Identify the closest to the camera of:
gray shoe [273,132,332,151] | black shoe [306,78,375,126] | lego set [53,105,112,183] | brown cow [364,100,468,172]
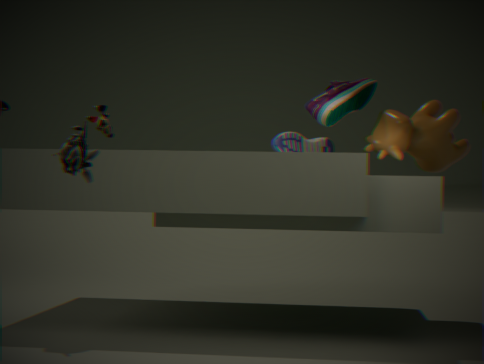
lego set [53,105,112,183]
